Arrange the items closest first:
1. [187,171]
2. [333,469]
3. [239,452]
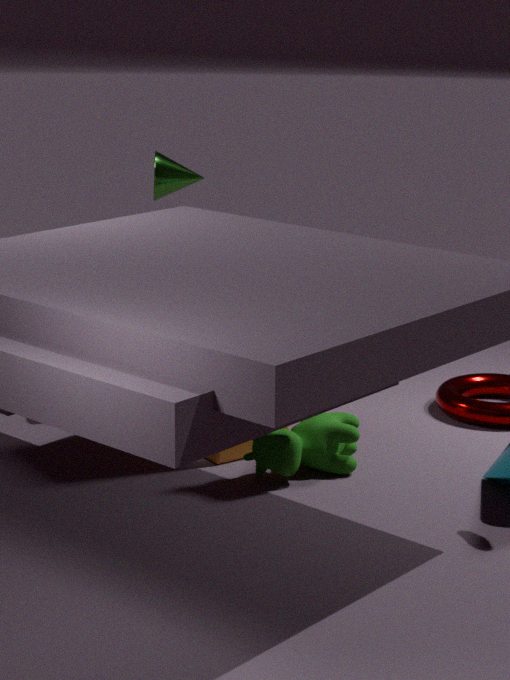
[333,469] → [239,452] → [187,171]
